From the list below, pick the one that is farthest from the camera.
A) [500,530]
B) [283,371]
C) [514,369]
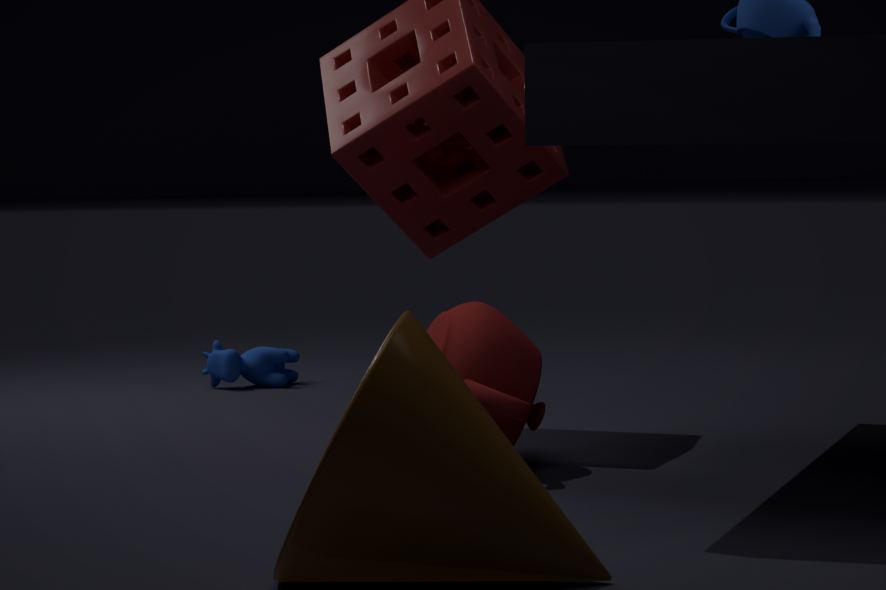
[283,371]
